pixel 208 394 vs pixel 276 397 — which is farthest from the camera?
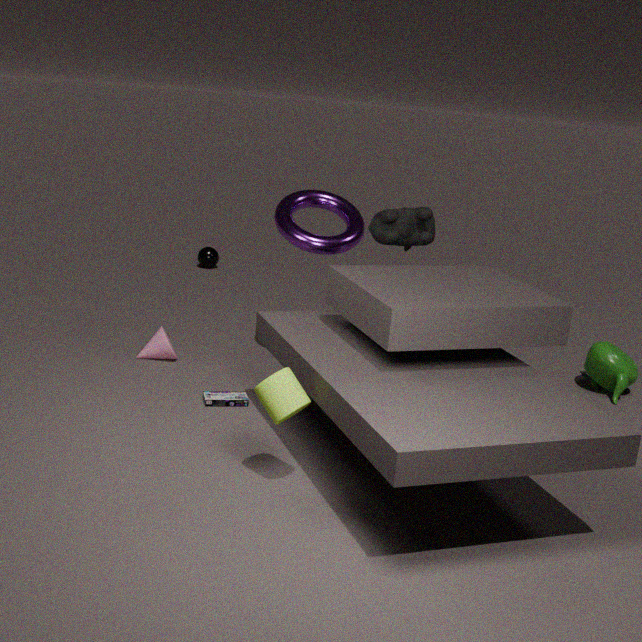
pixel 208 394
